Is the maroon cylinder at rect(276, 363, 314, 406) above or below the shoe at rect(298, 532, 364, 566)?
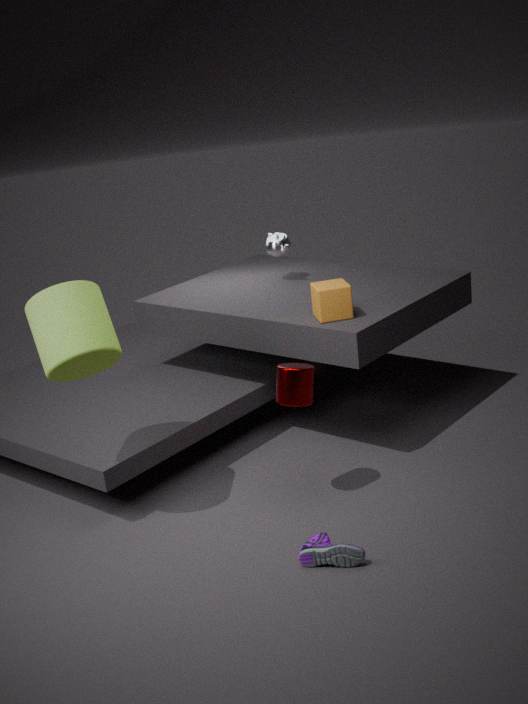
above
